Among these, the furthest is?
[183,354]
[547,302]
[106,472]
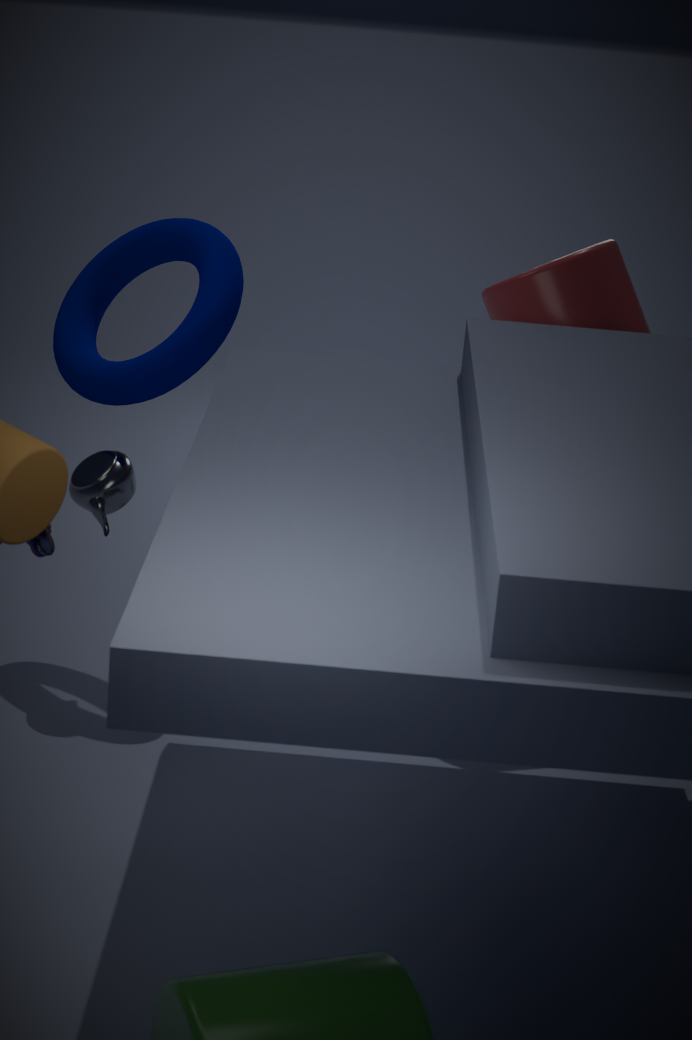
[547,302]
